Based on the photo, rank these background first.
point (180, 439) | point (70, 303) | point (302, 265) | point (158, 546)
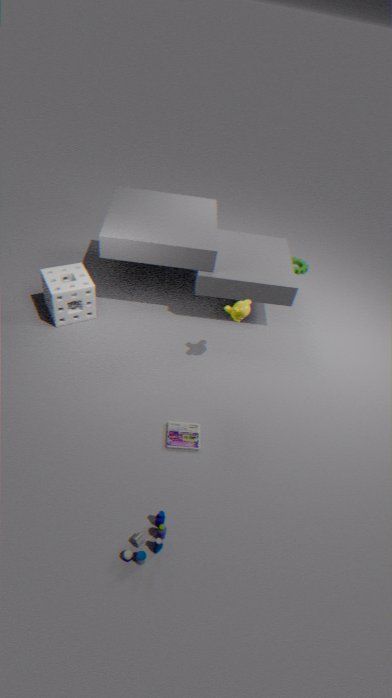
point (302, 265) < point (70, 303) < point (180, 439) < point (158, 546)
